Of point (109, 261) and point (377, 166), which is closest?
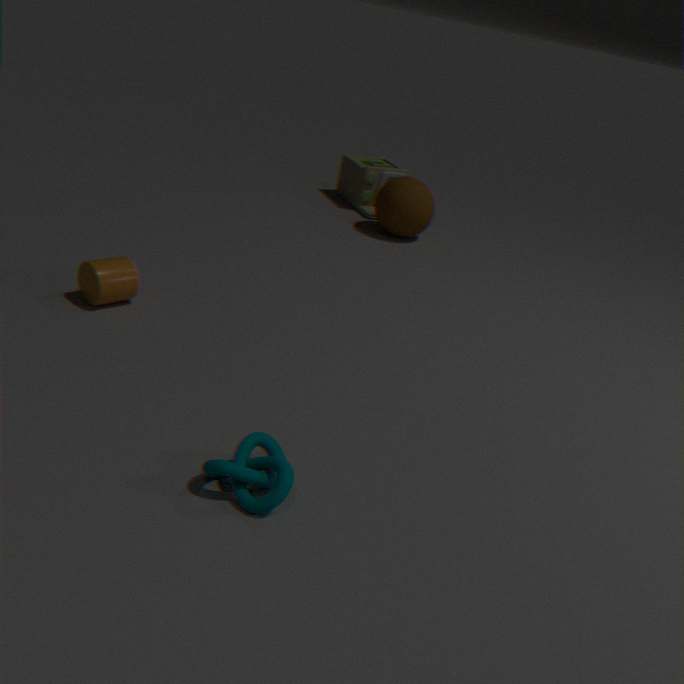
point (109, 261)
